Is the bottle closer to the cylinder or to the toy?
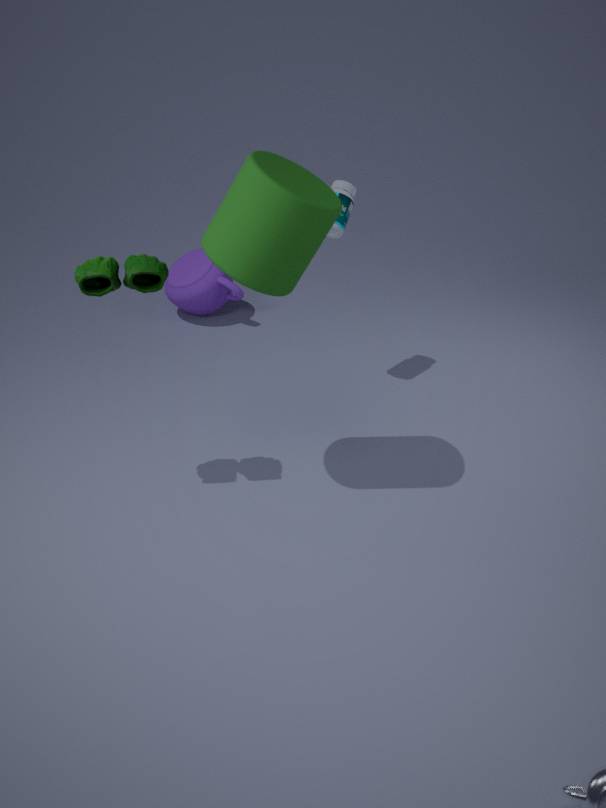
the cylinder
